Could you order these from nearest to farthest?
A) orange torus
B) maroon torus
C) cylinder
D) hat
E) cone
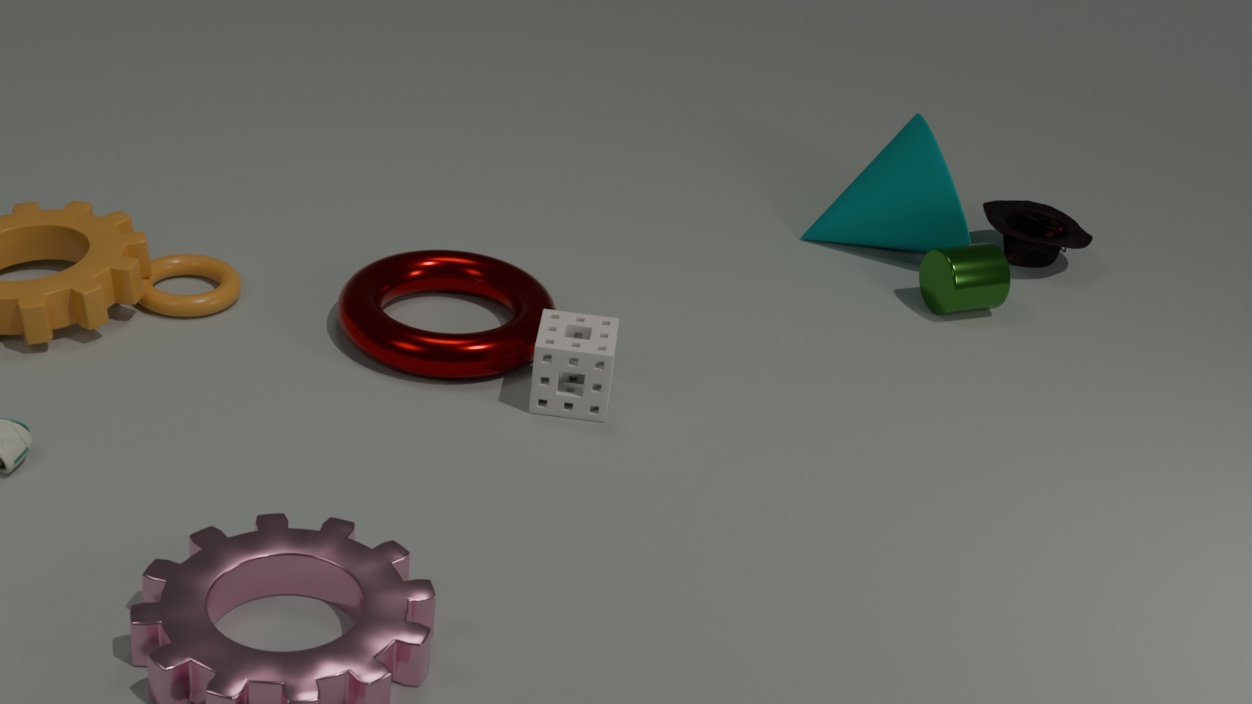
1. B. maroon torus
2. A. orange torus
3. C. cylinder
4. E. cone
5. D. hat
